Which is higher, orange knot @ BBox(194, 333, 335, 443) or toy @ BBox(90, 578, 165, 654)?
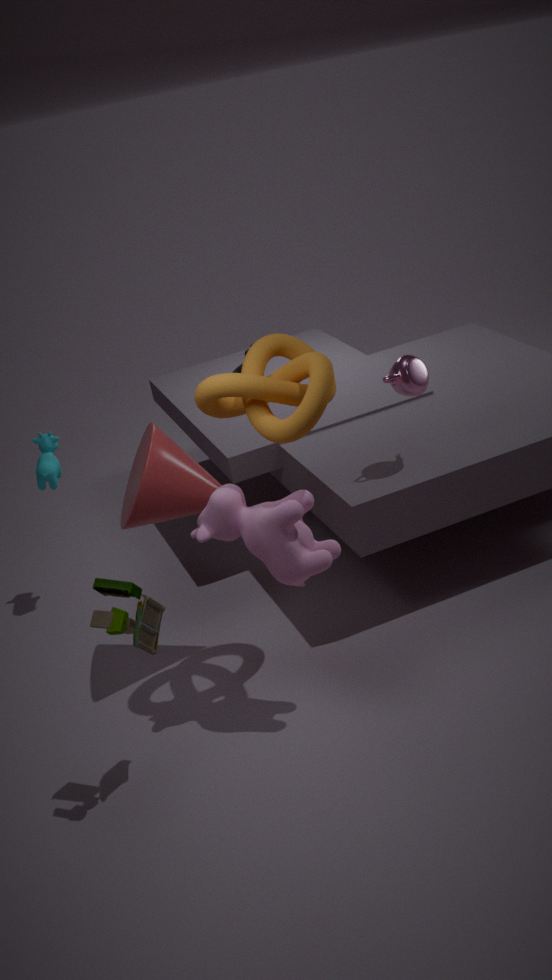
orange knot @ BBox(194, 333, 335, 443)
